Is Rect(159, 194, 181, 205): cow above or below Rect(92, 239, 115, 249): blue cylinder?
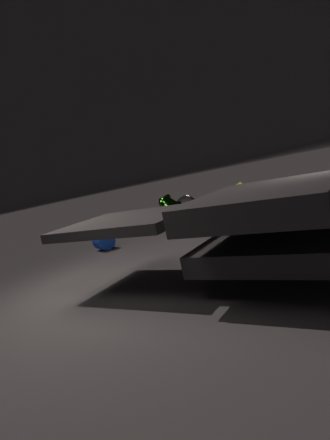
above
